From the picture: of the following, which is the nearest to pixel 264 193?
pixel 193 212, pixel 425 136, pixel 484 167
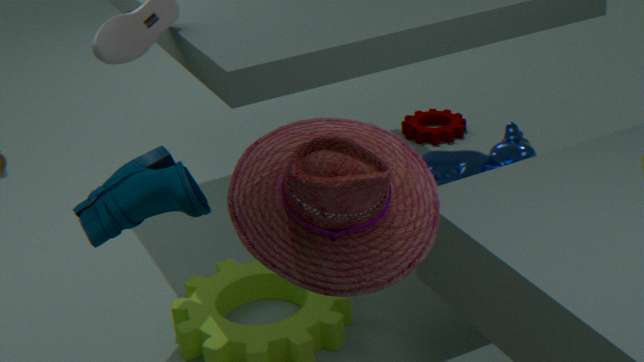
pixel 193 212
